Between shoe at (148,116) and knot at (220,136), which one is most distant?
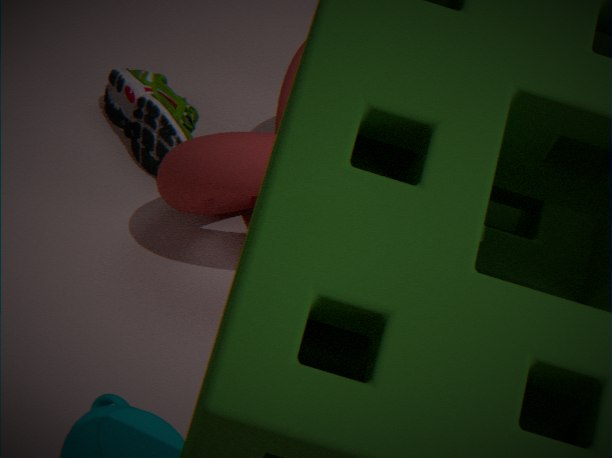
shoe at (148,116)
